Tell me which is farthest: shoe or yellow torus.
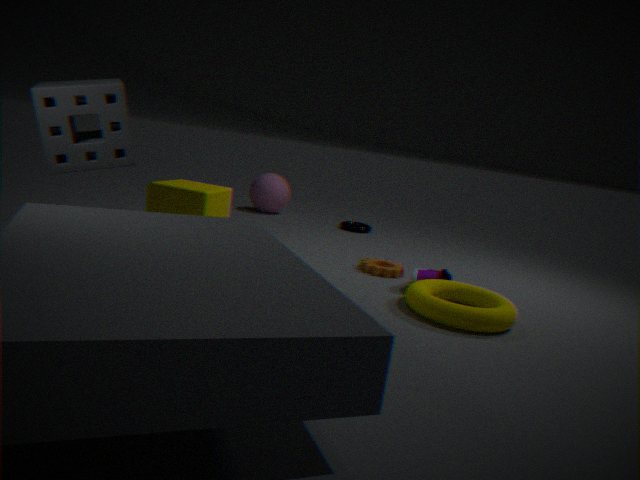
shoe
